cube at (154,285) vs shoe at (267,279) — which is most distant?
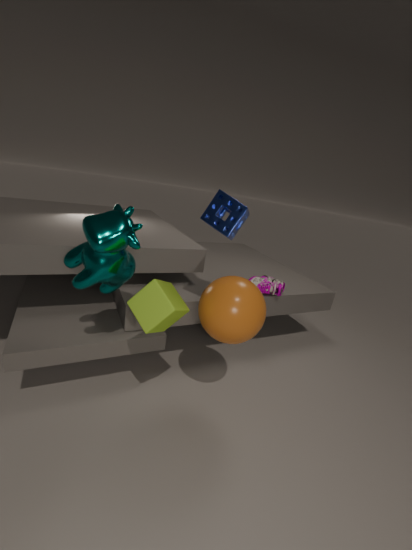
shoe at (267,279)
